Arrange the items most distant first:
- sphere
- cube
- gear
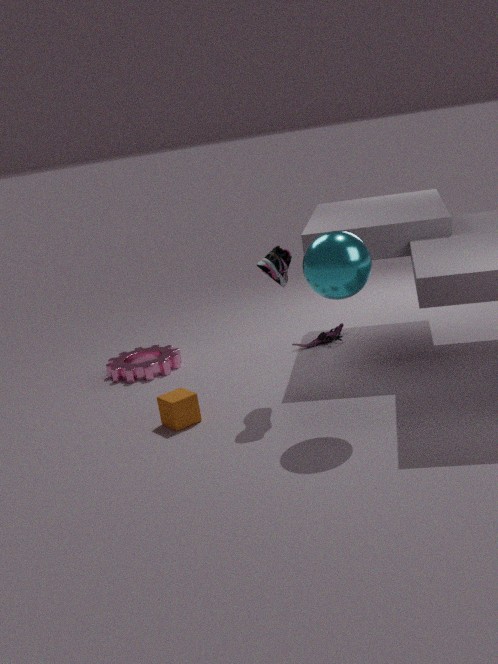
gear < cube < sphere
